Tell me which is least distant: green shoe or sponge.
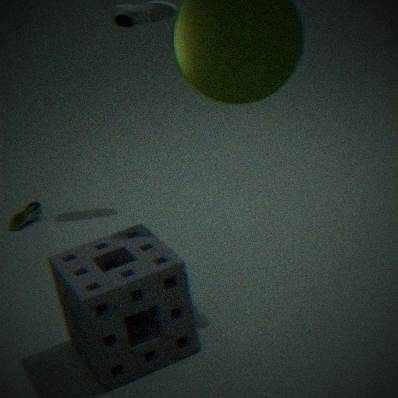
sponge
